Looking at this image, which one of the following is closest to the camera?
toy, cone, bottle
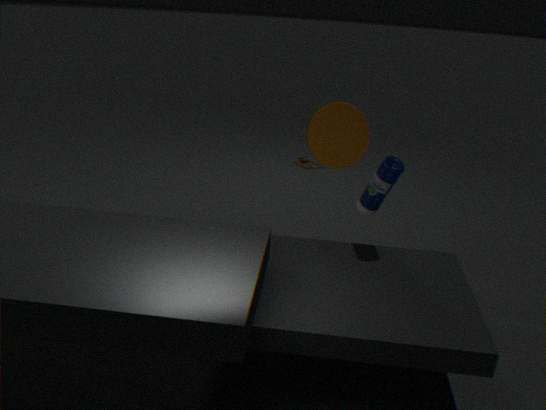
bottle
